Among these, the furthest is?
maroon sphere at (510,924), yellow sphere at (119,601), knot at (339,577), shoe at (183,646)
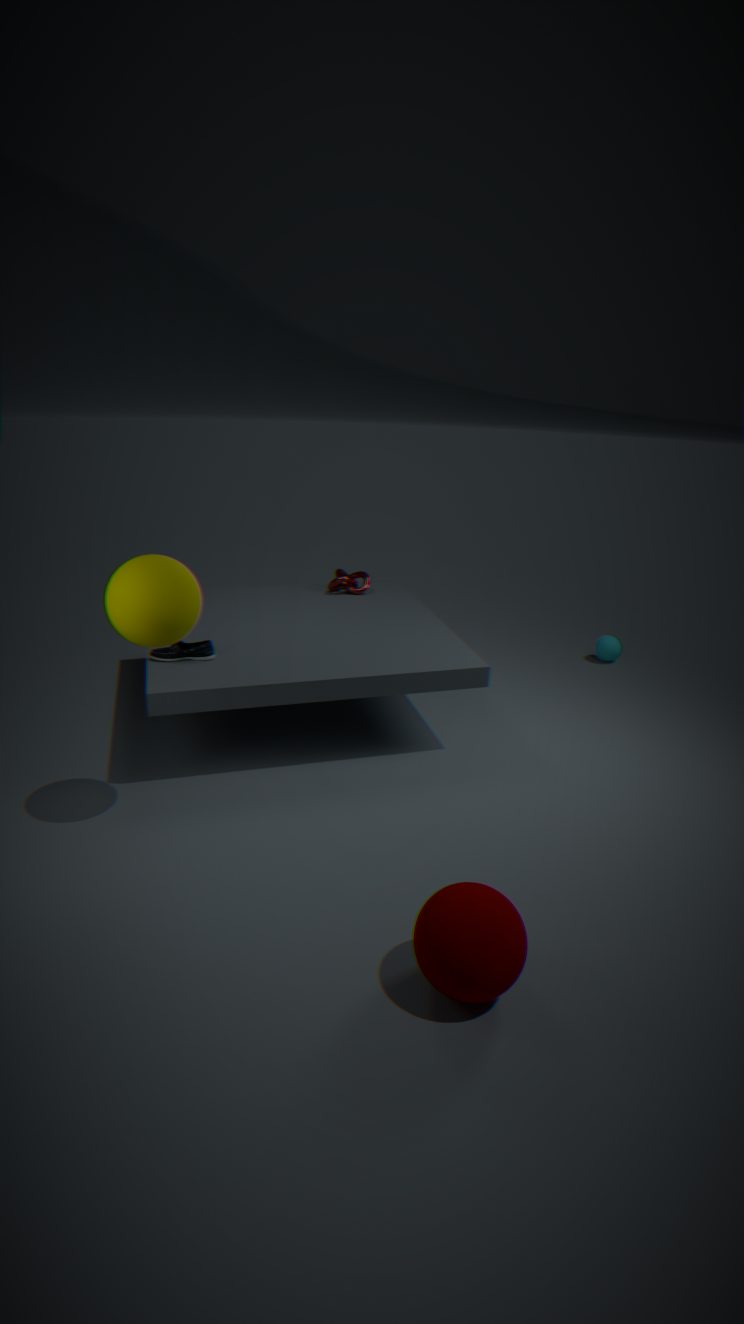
knot at (339,577)
